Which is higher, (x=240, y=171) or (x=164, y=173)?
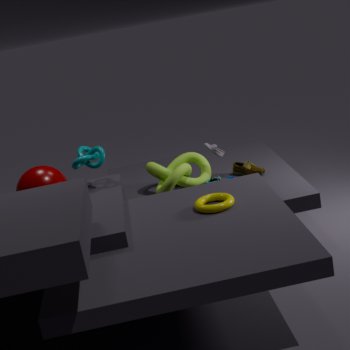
(x=164, y=173)
